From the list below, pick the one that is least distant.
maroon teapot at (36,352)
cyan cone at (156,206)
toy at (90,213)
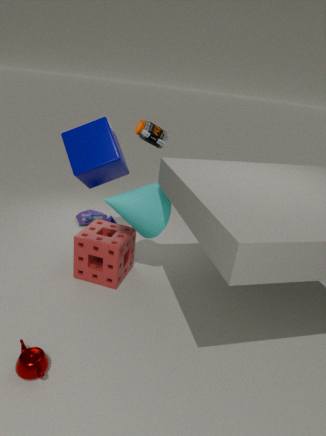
maroon teapot at (36,352)
